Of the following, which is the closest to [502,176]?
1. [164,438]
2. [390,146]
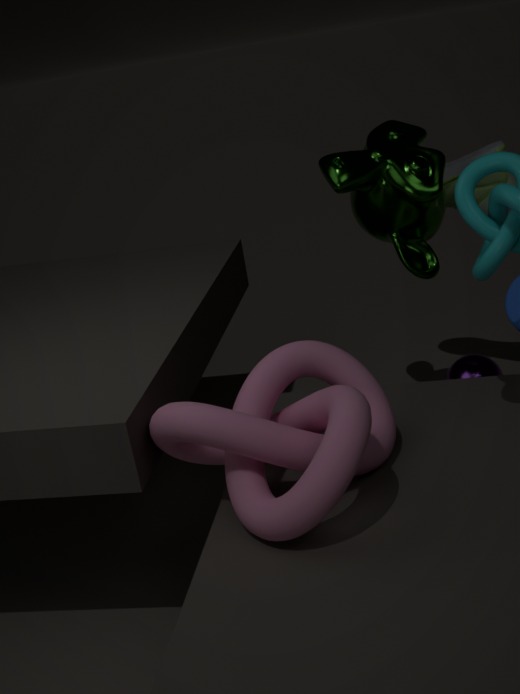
[390,146]
